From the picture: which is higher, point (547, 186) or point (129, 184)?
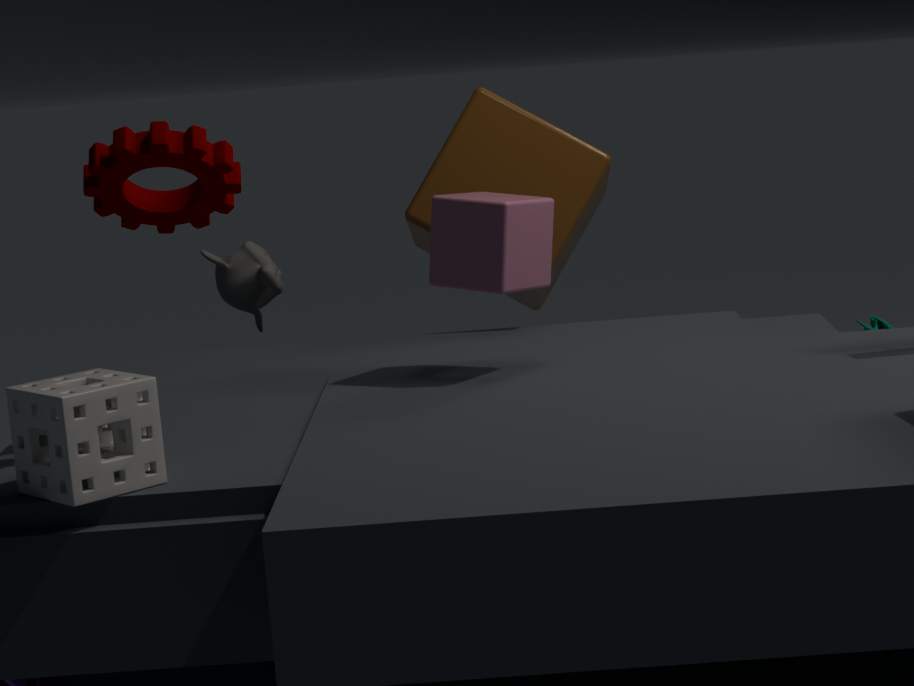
point (129, 184)
